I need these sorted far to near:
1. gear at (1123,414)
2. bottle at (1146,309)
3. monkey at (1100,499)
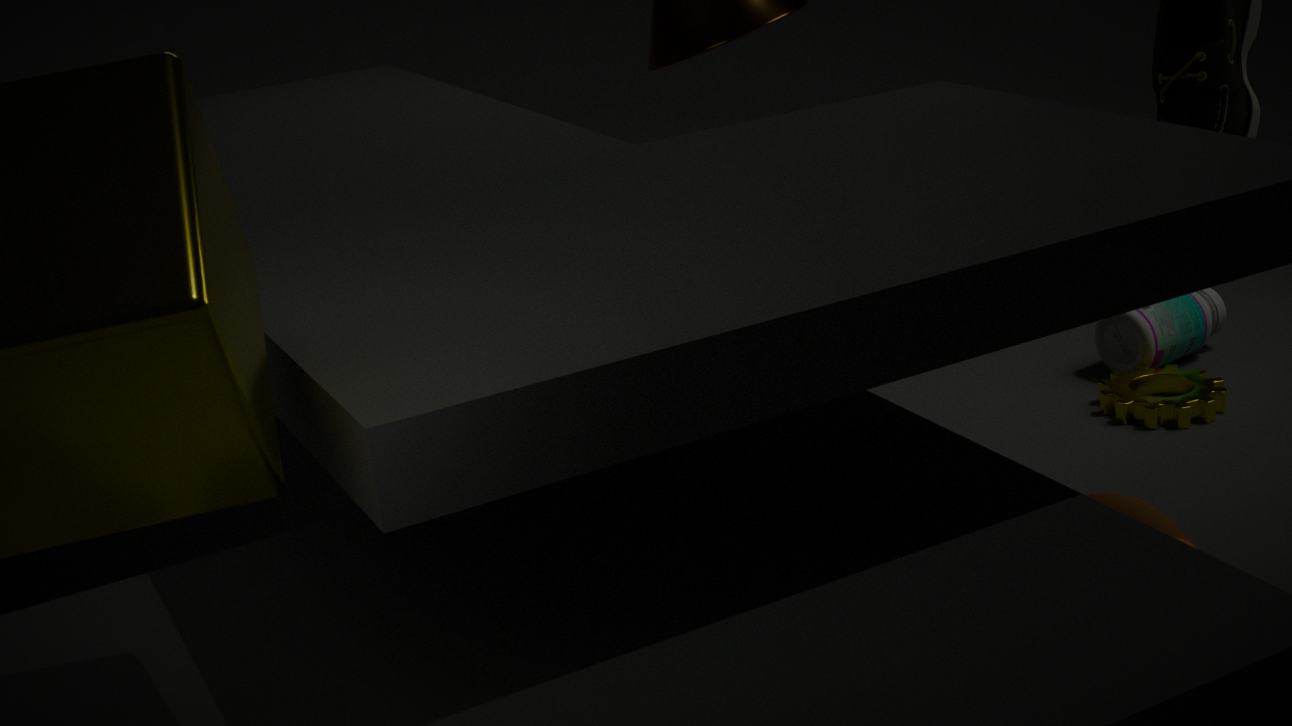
bottle at (1146,309) → gear at (1123,414) → monkey at (1100,499)
